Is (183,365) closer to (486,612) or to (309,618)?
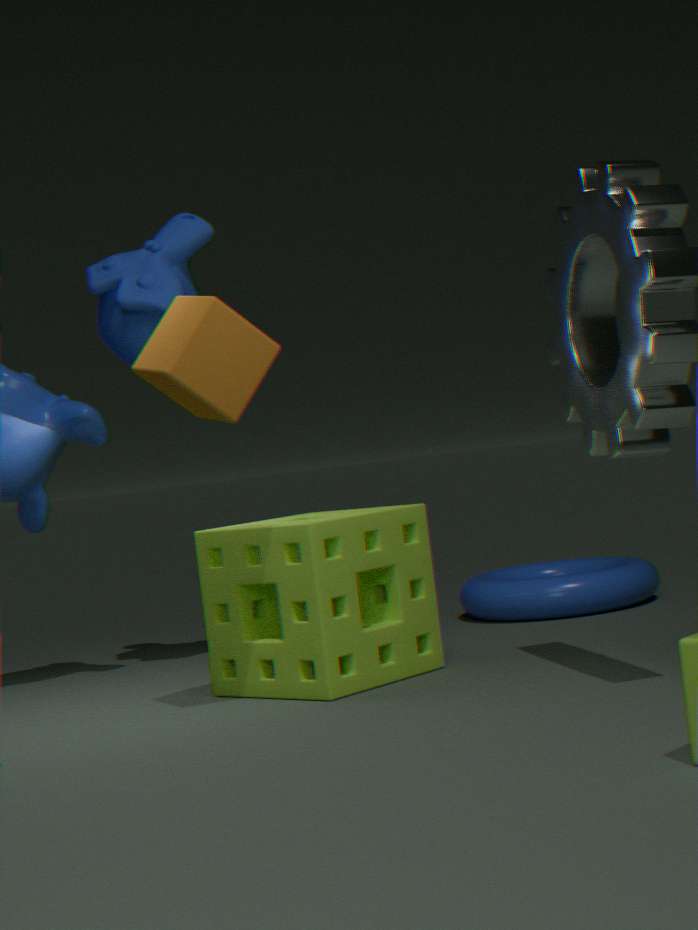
(309,618)
